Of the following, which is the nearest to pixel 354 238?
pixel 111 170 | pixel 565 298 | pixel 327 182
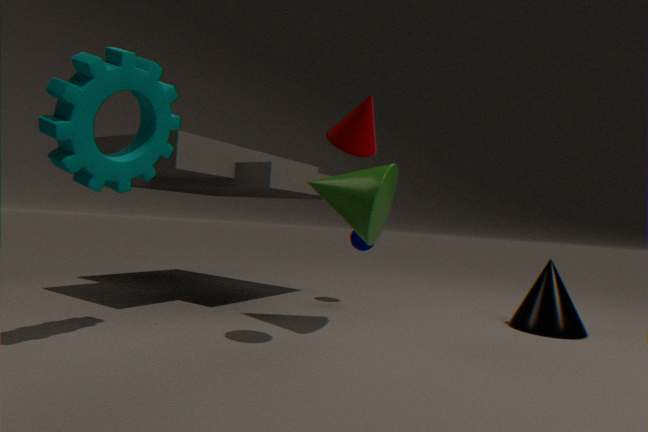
pixel 327 182
